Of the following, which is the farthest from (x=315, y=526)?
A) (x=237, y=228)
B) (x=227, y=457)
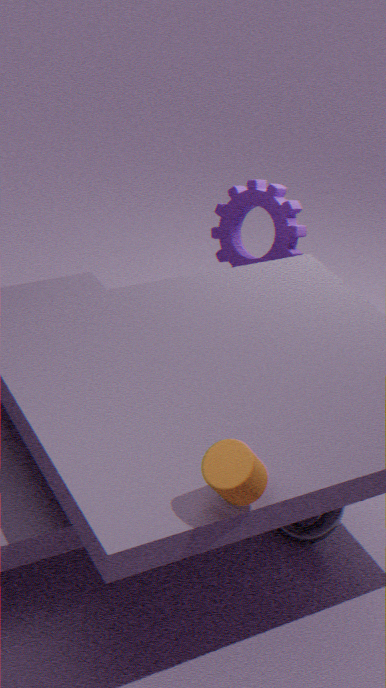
(x=237, y=228)
